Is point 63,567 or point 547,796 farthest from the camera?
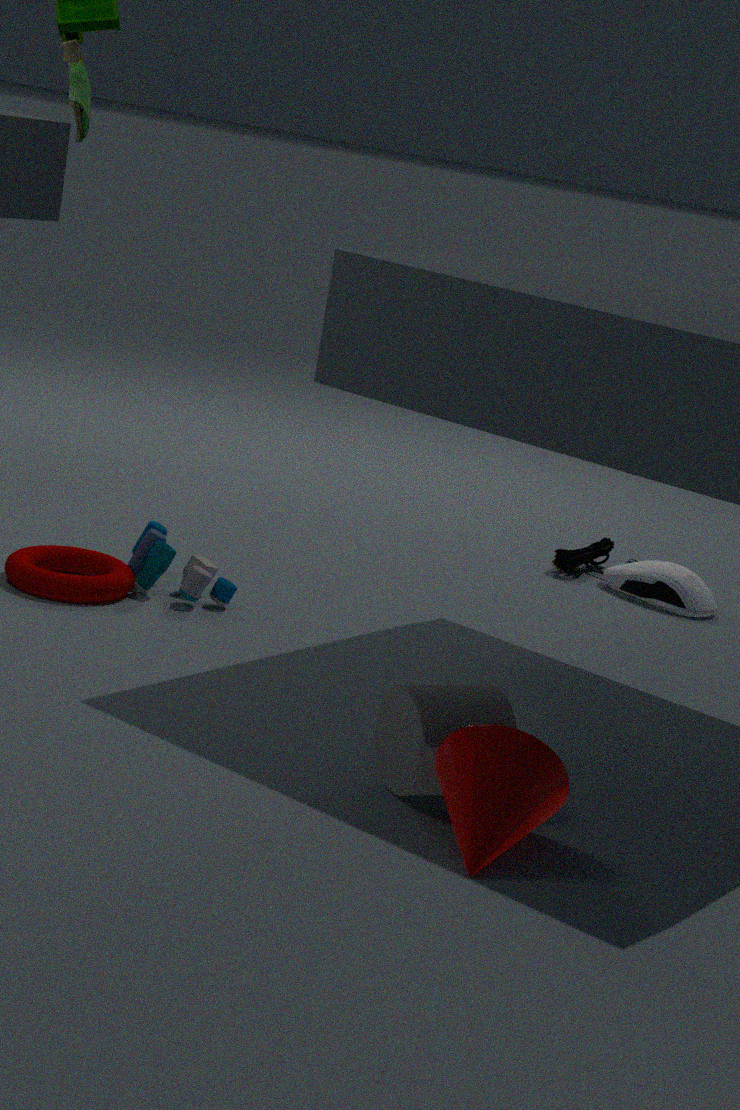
point 63,567
